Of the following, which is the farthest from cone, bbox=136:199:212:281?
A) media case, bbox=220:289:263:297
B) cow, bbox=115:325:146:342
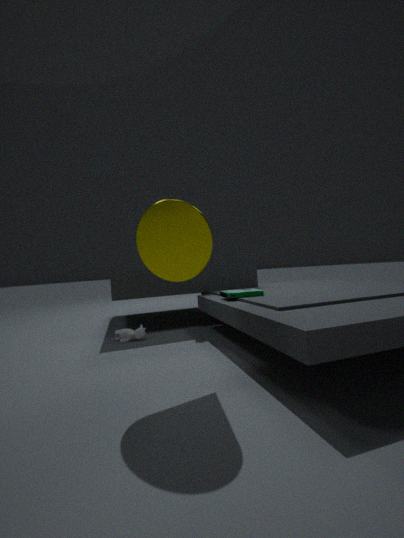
cow, bbox=115:325:146:342
